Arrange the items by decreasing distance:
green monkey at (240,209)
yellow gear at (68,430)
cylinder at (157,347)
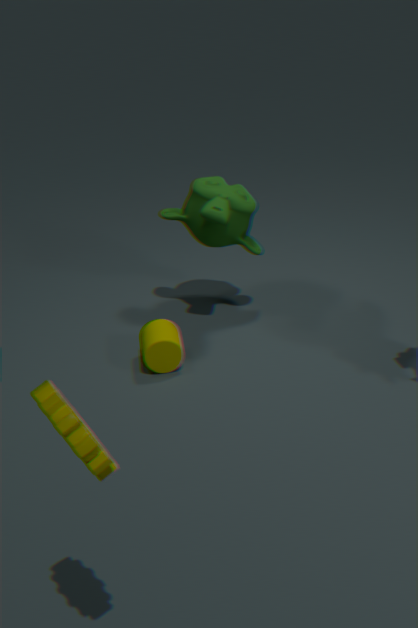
1. cylinder at (157,347)
2. green monkey at (240,209)
3. yellow gear at (68,430)
